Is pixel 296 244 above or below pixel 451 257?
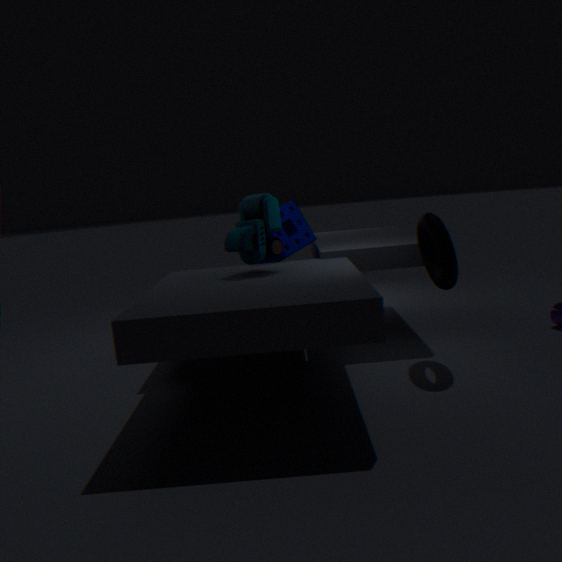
above
